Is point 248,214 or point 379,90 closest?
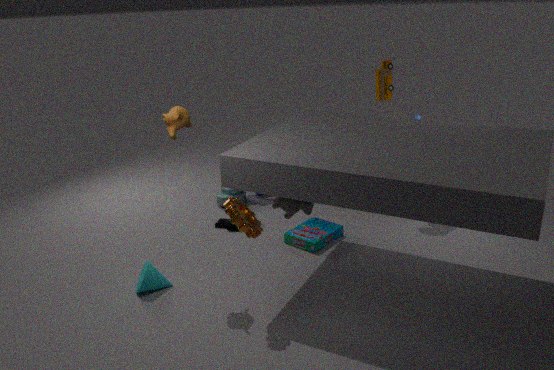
point 248,214
